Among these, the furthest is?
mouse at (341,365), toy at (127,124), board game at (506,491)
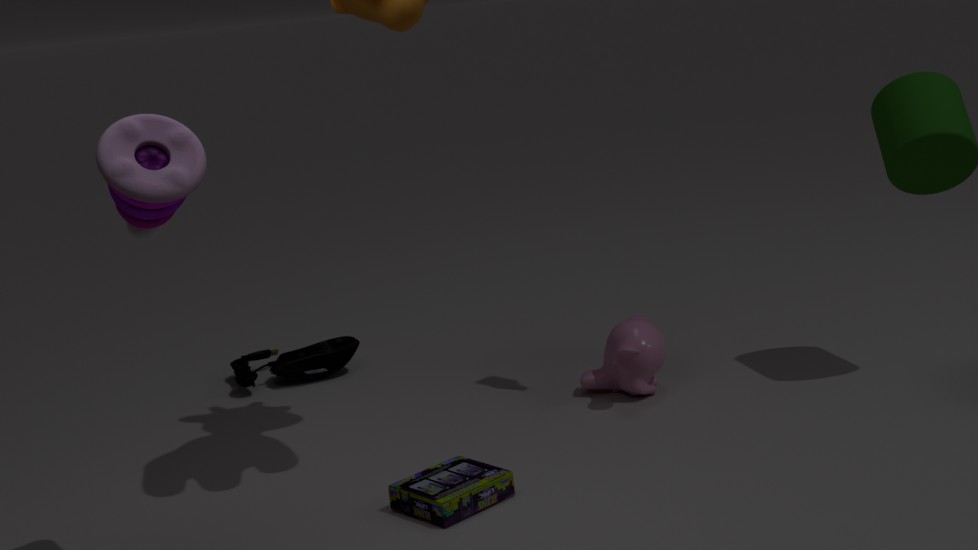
mouse at (341,365)
